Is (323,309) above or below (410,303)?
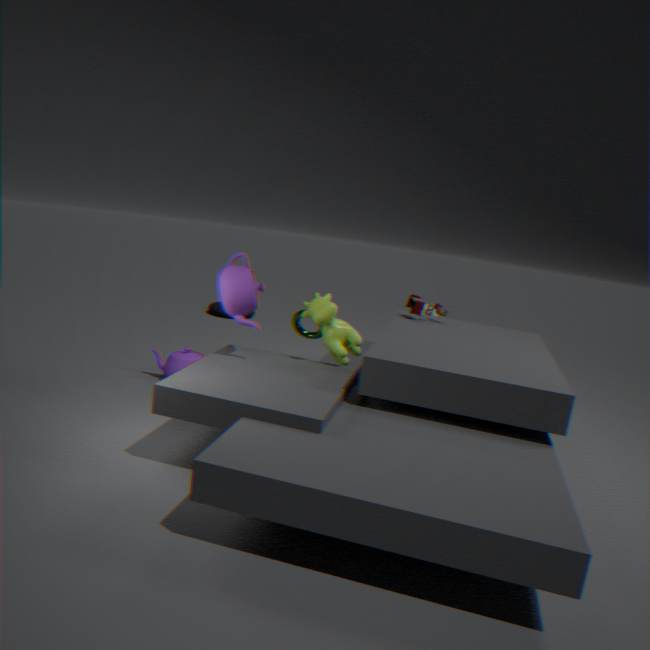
below
